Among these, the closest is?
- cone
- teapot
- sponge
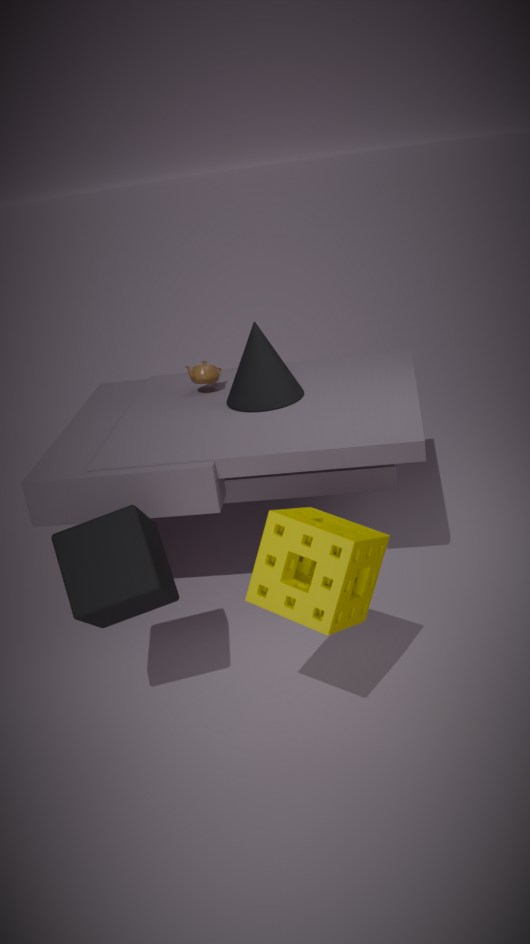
sponge
